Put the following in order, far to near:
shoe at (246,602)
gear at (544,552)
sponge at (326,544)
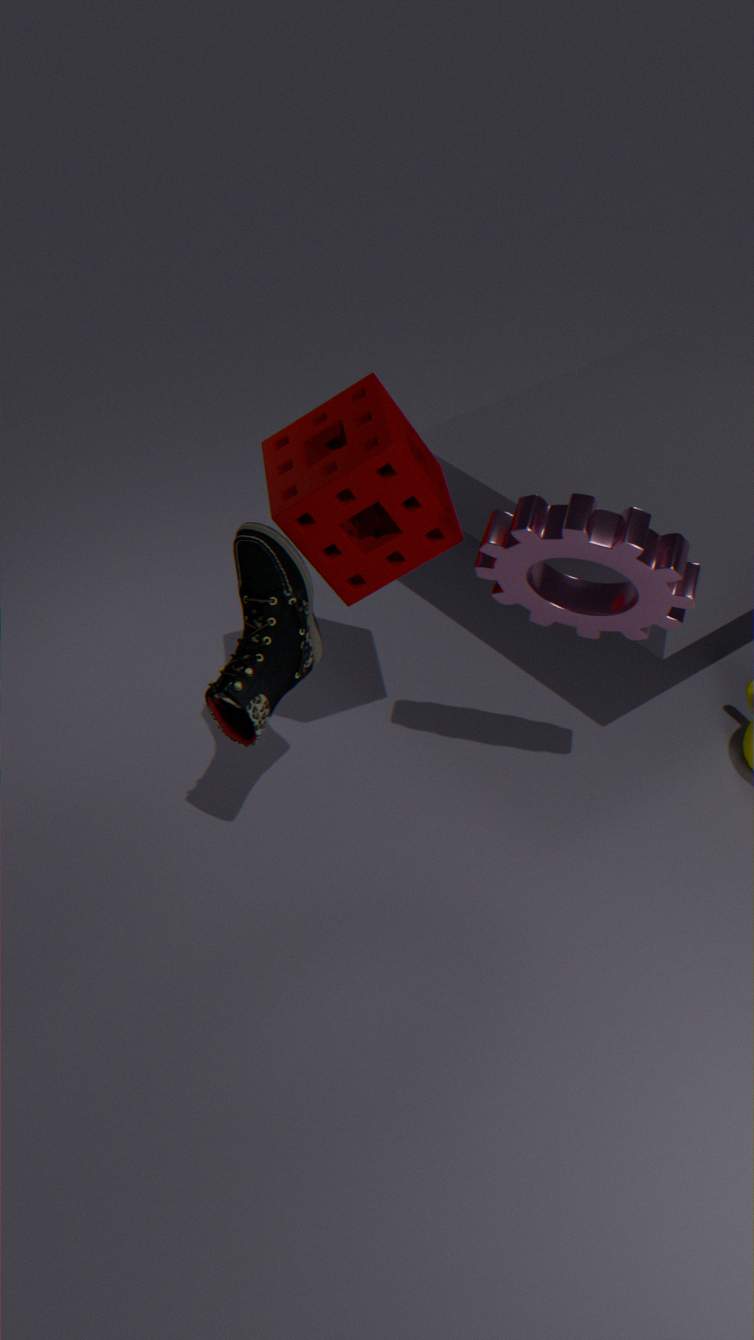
shoe at (246,602) → sponge at (326,544) → gear at (544,552)
